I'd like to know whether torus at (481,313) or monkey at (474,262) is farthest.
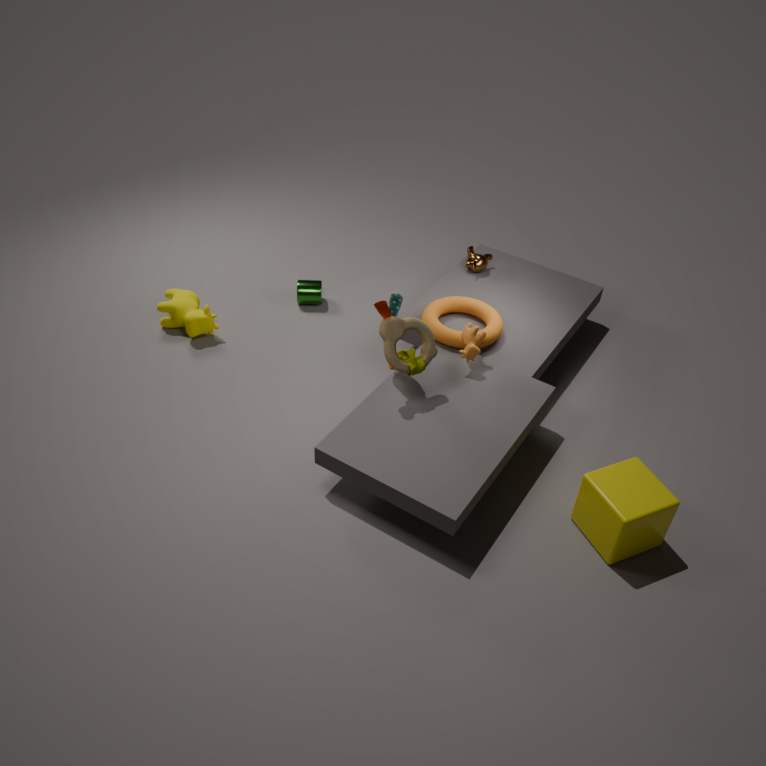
monkey at (474,262)
